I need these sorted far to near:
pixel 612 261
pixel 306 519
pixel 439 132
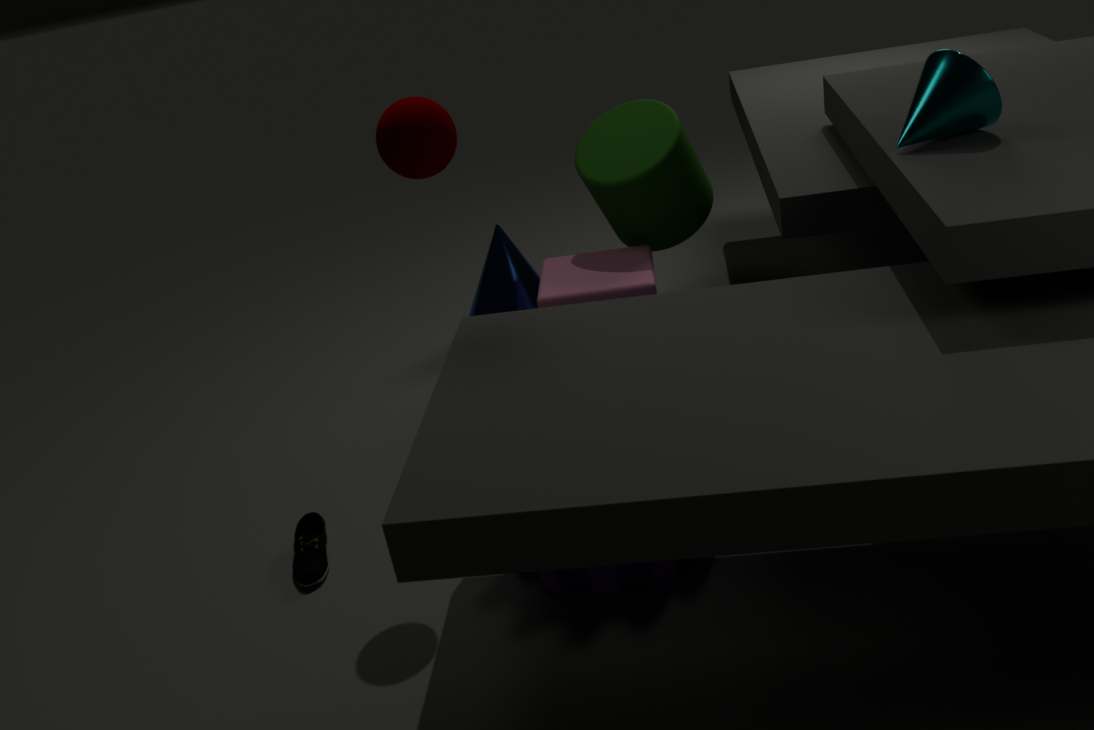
pixel 612 261, pixel 306 519, pixel 439 132
